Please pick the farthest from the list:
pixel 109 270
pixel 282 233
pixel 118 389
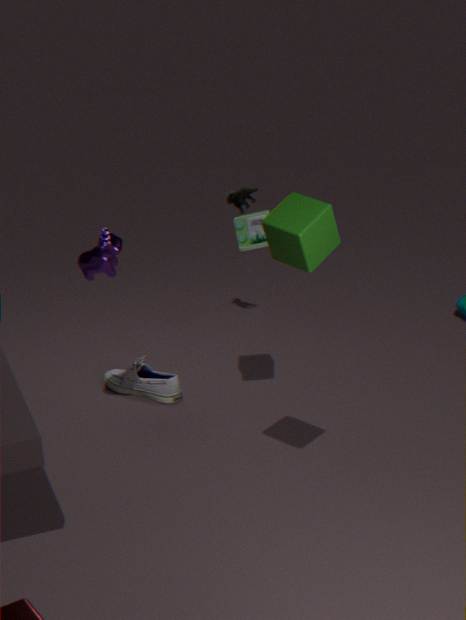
pixel 118 389
